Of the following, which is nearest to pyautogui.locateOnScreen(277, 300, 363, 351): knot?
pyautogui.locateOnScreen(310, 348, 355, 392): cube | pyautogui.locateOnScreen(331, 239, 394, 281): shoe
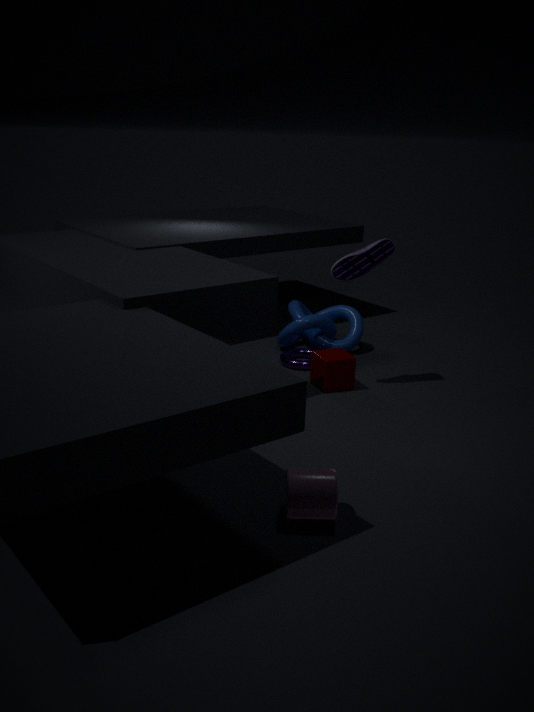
pyautogui.locateOnScreen(310, 348, 355, 392): cube
